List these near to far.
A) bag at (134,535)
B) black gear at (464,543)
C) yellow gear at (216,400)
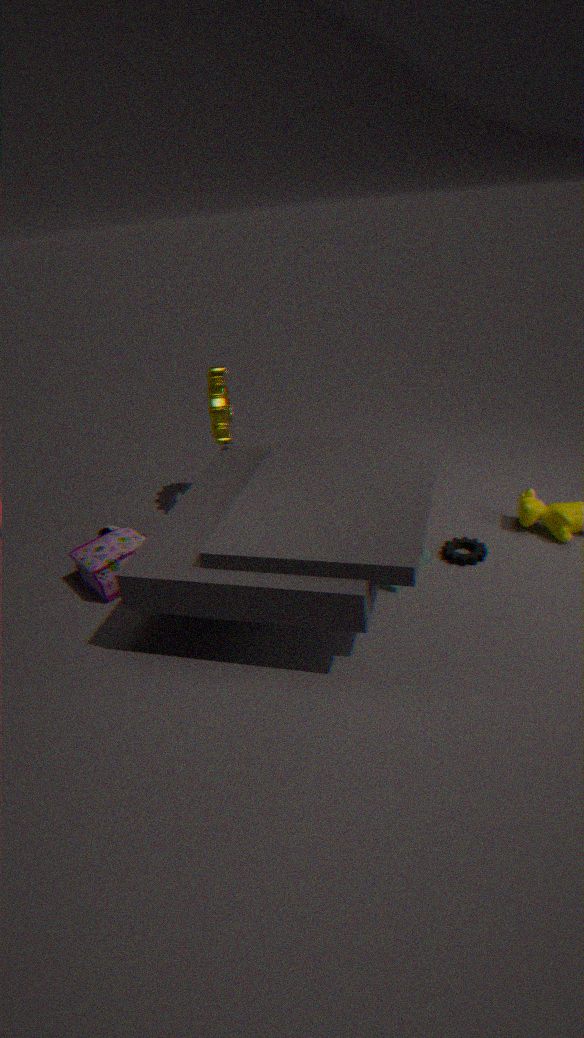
bag at (134,535)
black gear at (464,543)
yellow gear at (216,400)
